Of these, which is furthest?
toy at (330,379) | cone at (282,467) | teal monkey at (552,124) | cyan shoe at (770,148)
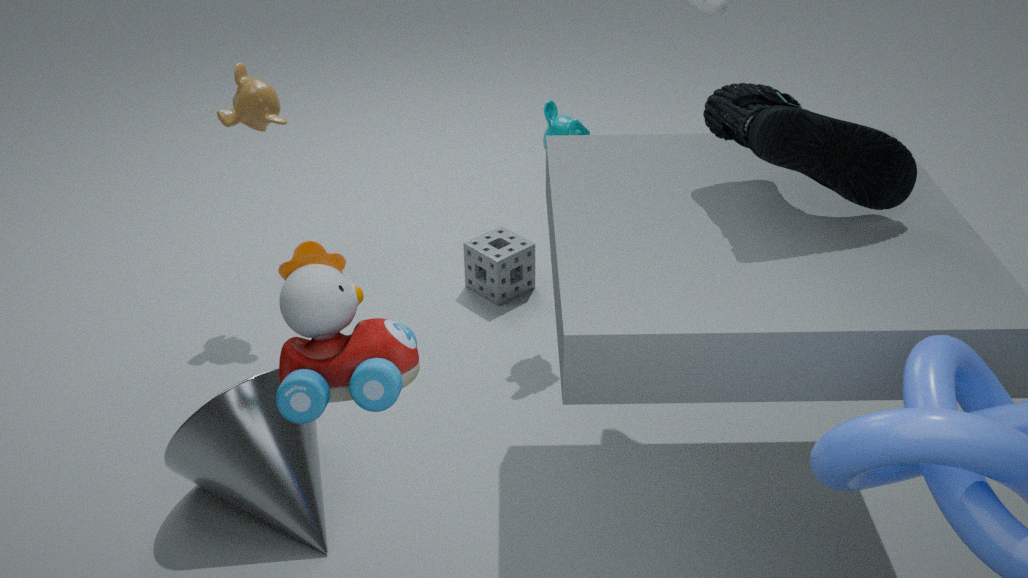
teal monkey at (552,124)
